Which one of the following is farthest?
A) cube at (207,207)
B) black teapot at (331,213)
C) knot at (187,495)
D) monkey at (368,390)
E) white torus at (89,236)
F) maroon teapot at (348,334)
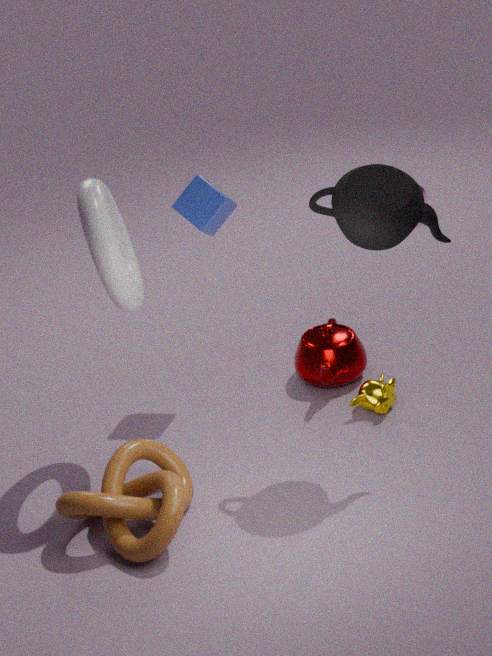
maroon teapot at (348,334)
